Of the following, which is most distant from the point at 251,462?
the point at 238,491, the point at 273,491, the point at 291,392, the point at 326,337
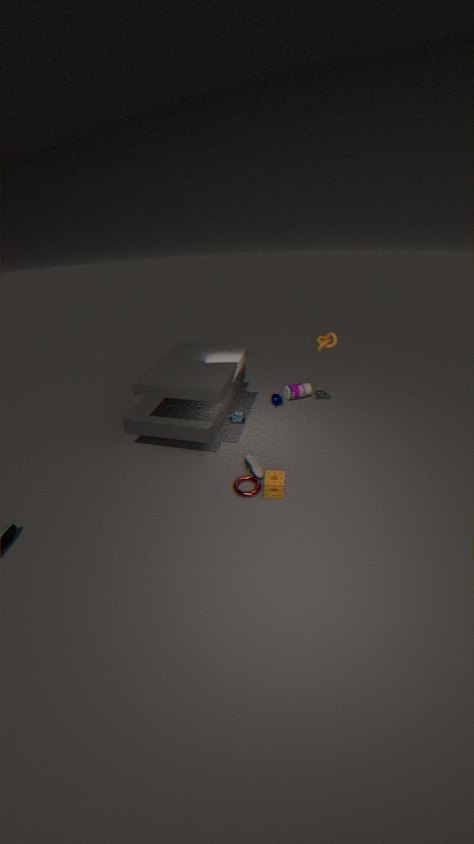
the point at 326,337
